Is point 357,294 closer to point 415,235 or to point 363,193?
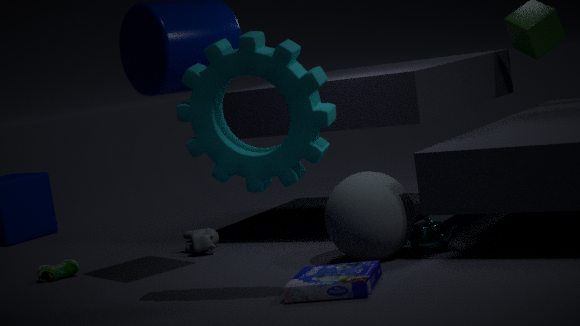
point 363,193
